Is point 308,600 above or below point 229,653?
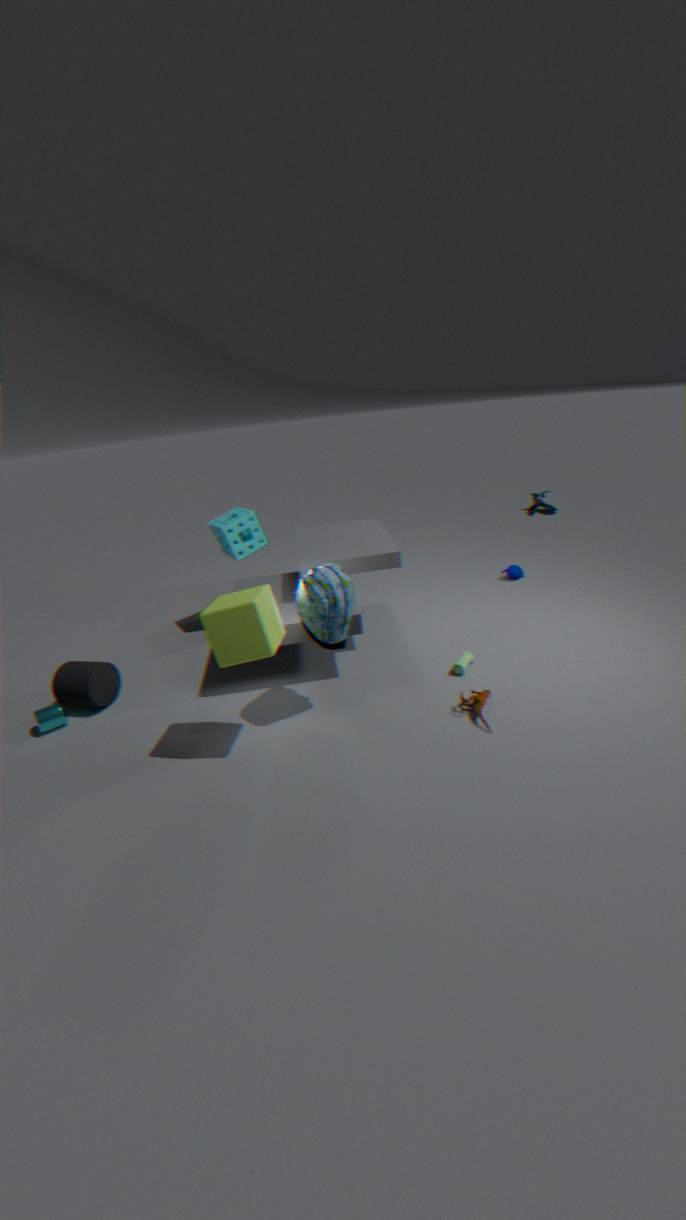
below
